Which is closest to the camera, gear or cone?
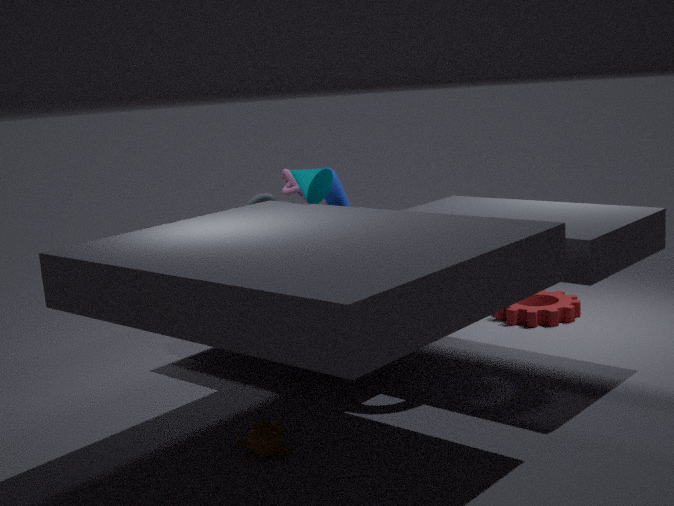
cone
